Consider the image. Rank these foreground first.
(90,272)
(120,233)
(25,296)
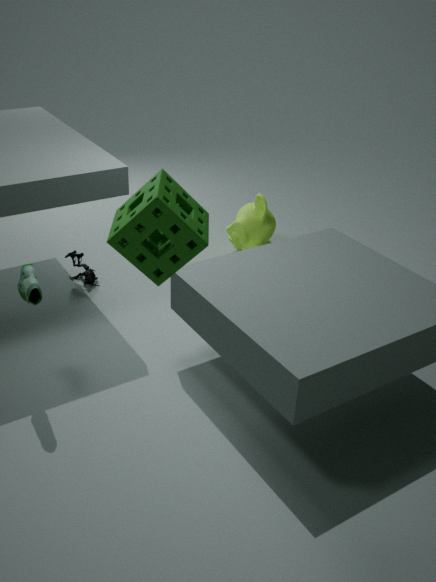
(120,233), (25,296), (90,272)
